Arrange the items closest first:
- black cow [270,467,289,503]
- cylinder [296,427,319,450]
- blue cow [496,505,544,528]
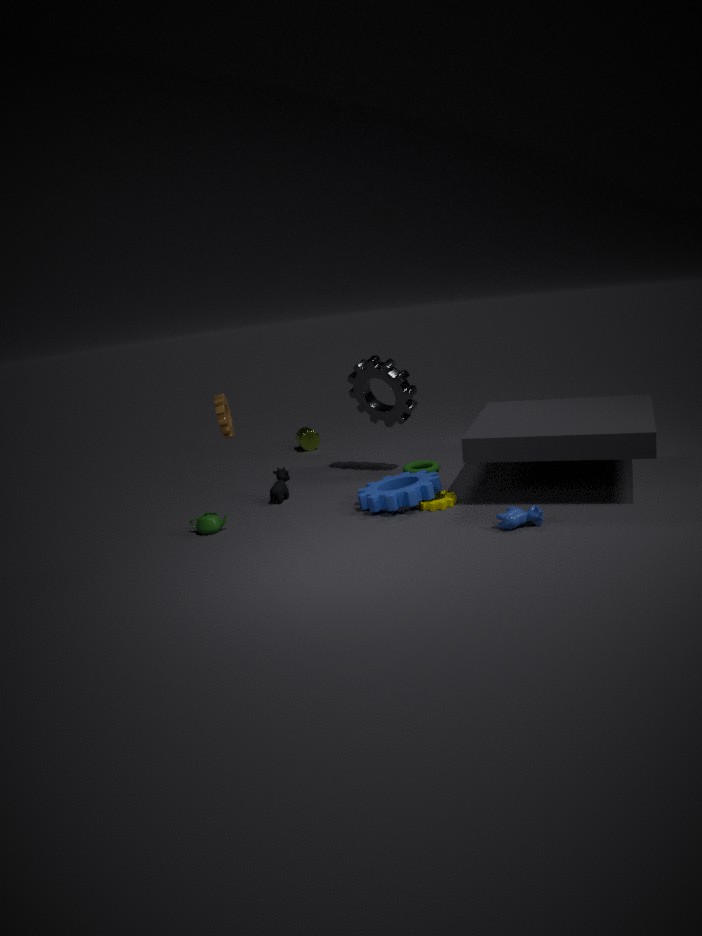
1. blue cow [496,505,544,528]
2. black cow [270,467,289,503]
3. cylinder [296,427,319,450]
